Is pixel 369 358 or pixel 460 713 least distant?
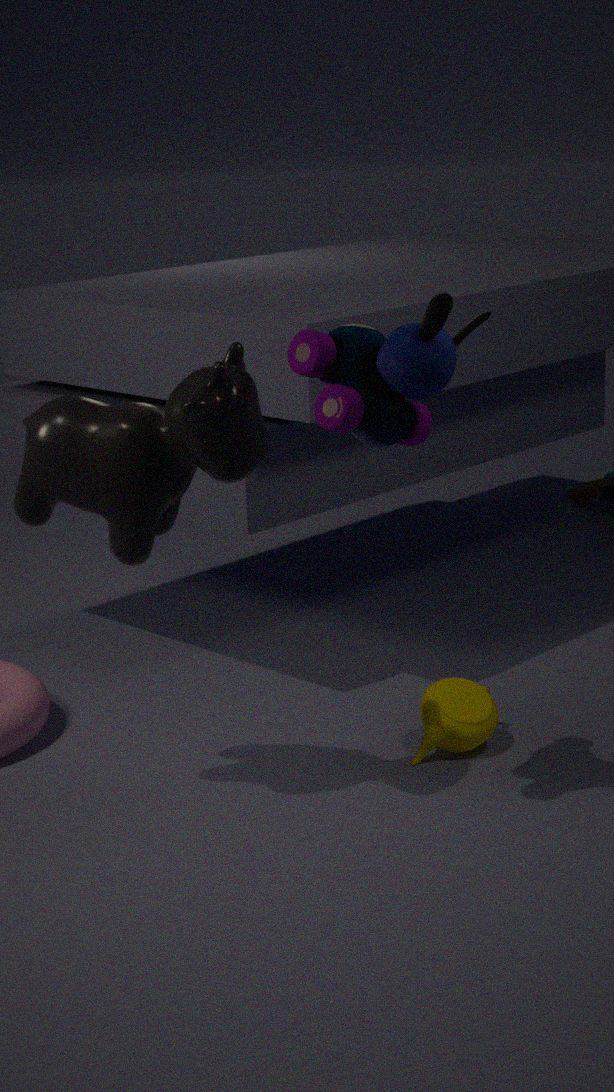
pixel 369 358
